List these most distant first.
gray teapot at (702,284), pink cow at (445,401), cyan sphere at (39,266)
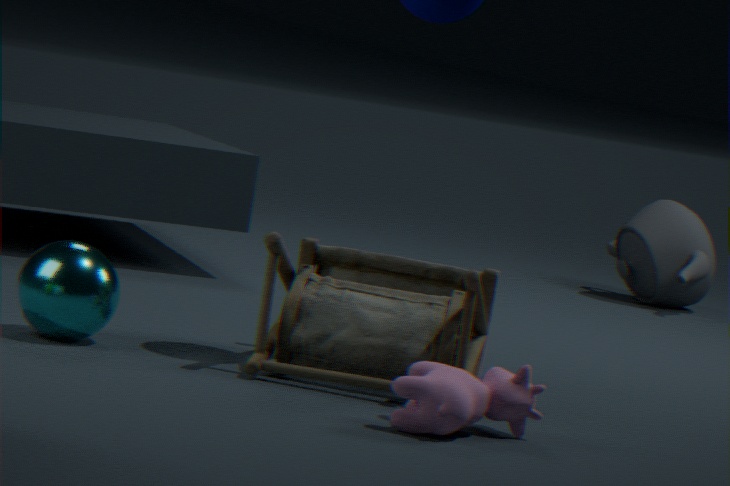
gray teapot at (702,284), cyan sphere at (39,266), pink cow at (445,401)
